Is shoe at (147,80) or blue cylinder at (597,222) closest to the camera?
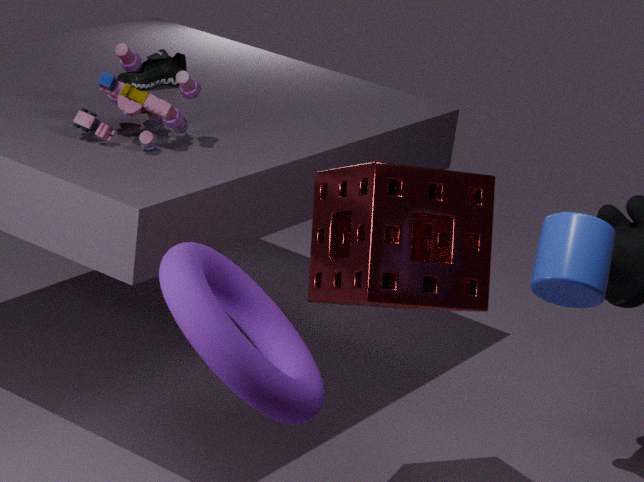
blue cylinder at (597,222)
